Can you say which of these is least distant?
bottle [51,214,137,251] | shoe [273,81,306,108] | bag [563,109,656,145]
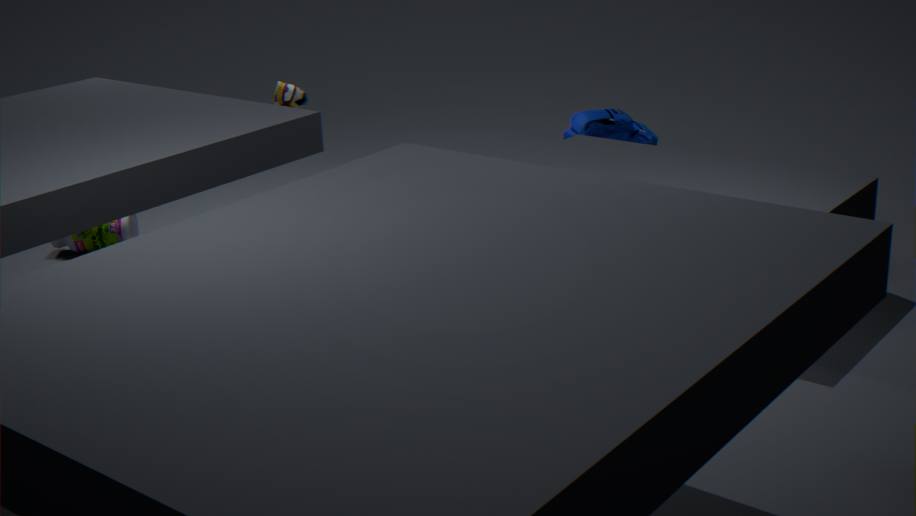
shoe [273,81,306,108]
